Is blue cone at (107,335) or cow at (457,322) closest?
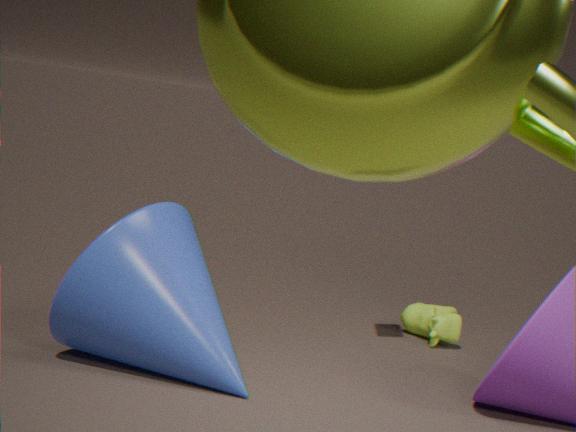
blue cone at (107,335)
